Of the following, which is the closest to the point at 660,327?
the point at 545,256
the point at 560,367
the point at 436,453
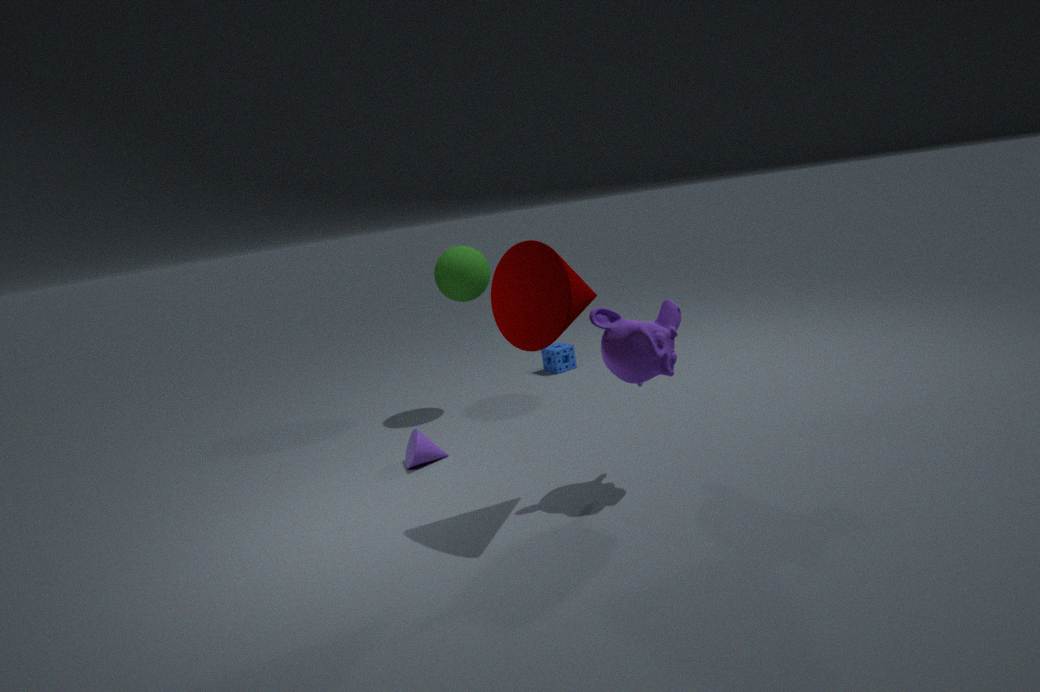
the point at 545,256
